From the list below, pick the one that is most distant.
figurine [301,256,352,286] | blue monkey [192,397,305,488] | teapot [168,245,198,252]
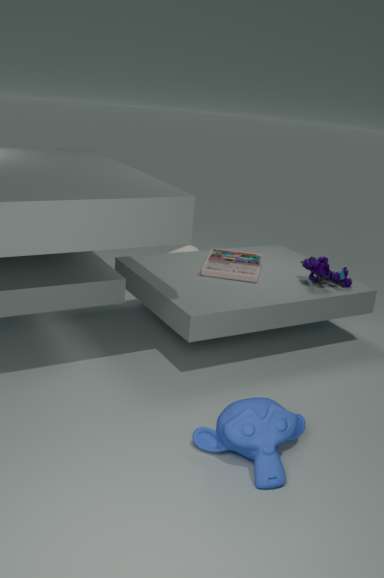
teapot [168,245,198,252]
